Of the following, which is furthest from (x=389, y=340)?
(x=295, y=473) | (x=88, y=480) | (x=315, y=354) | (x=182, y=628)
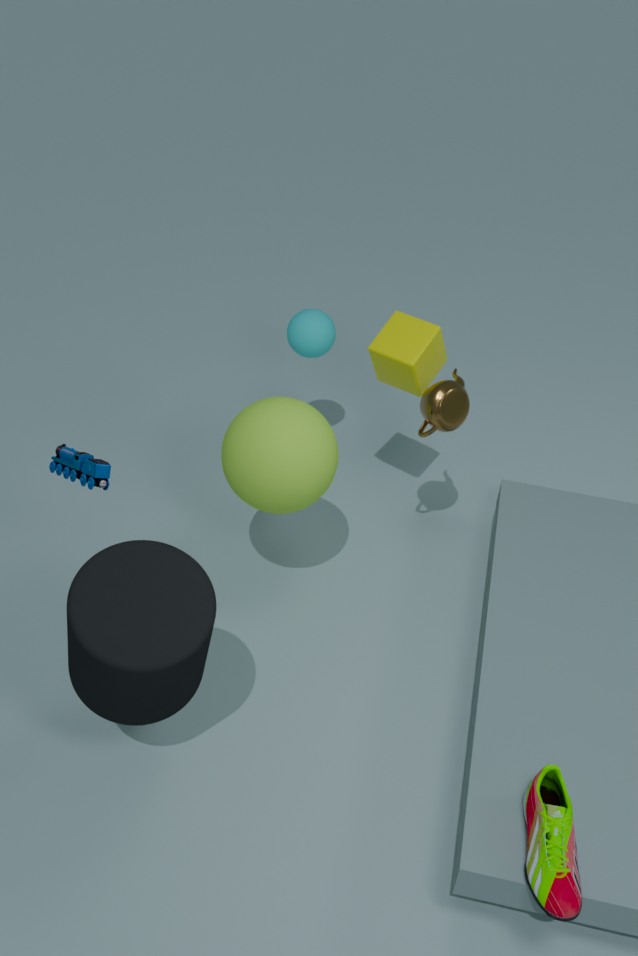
(x=182, y=628)
